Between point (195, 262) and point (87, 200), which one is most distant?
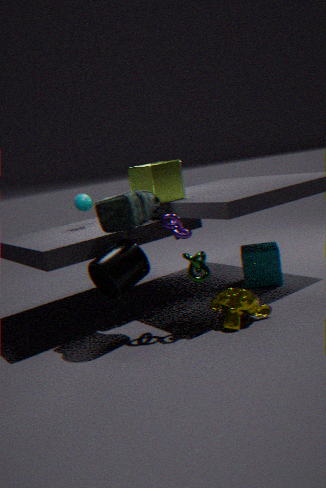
point (87, 200)
